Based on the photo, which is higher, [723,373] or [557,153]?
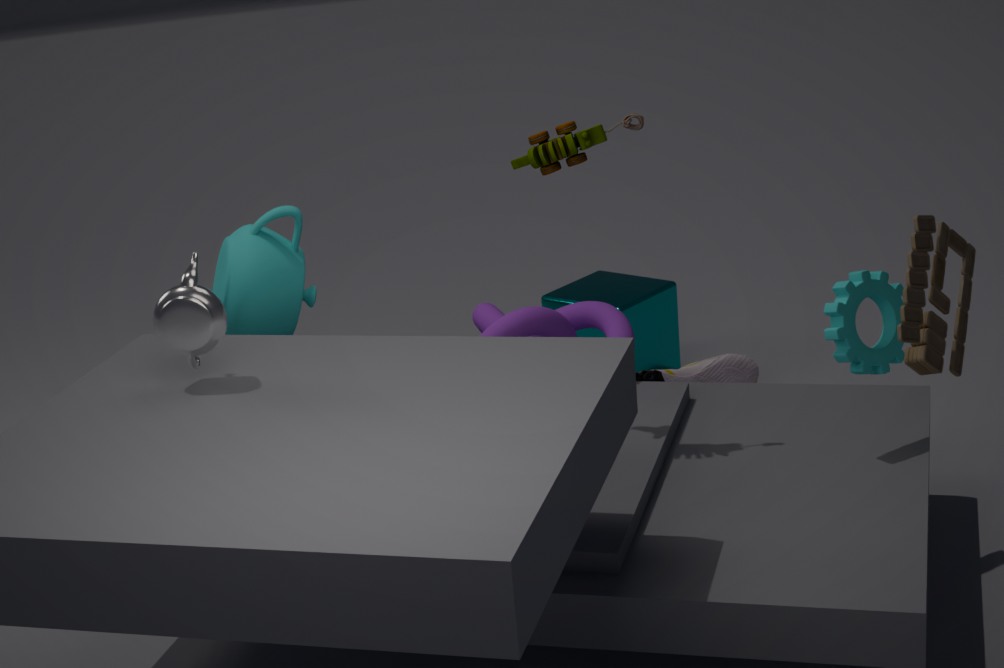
[557,153]
